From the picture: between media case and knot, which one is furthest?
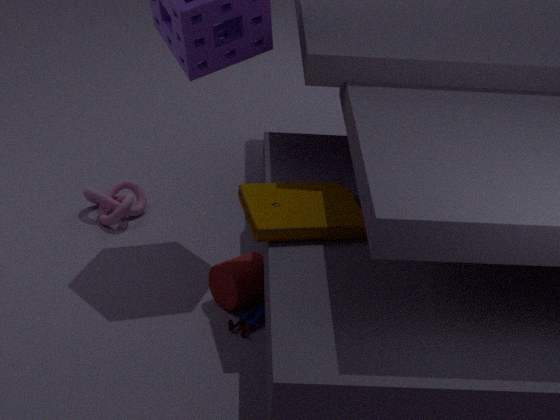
knot
